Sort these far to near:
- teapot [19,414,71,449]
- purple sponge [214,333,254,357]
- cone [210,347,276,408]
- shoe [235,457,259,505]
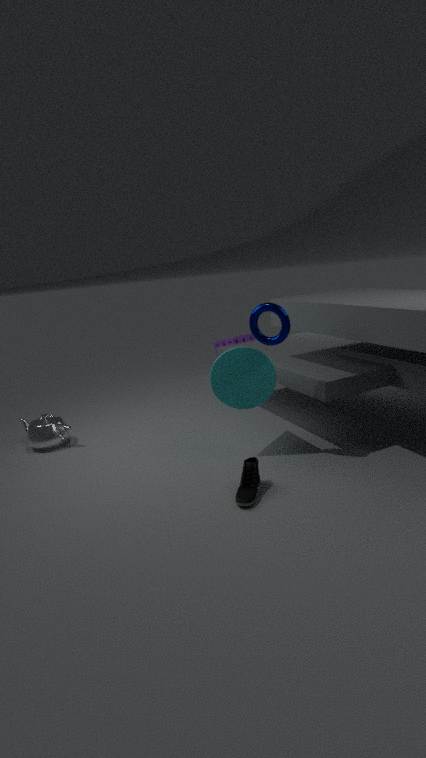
purple sponge [214,333,254,357]
teapot [19,414,71,449]
cone [210,347,276,408]
shoe [235,457,259,505]
